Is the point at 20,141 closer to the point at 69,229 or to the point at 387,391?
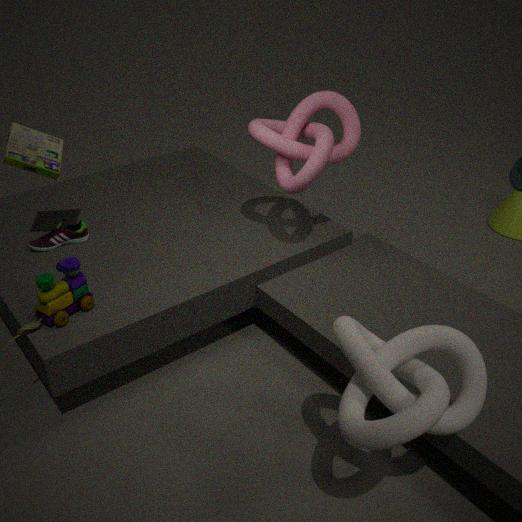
the point at 69,229
